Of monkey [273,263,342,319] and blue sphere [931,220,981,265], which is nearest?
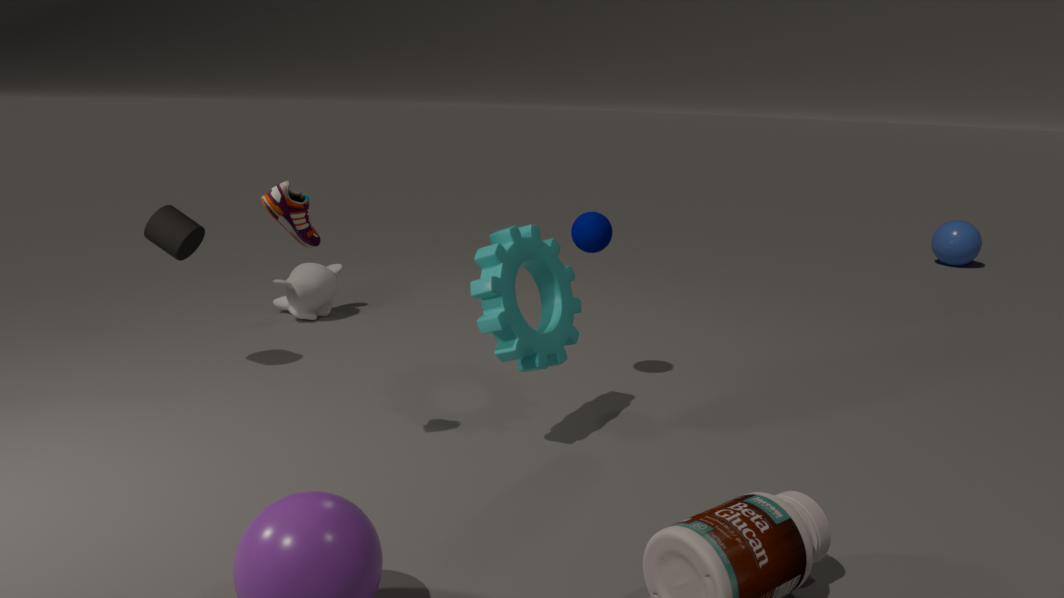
monkey [273,263,342,319]
